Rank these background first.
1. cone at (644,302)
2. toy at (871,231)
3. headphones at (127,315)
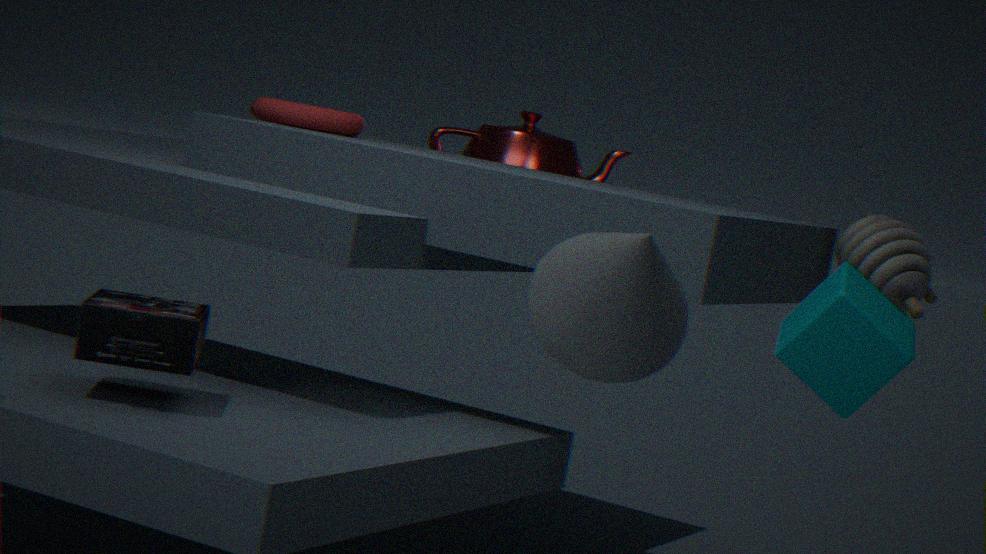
1. toy at (871,231)
2. headphones at (127,315)
3. cone at (644,302)
